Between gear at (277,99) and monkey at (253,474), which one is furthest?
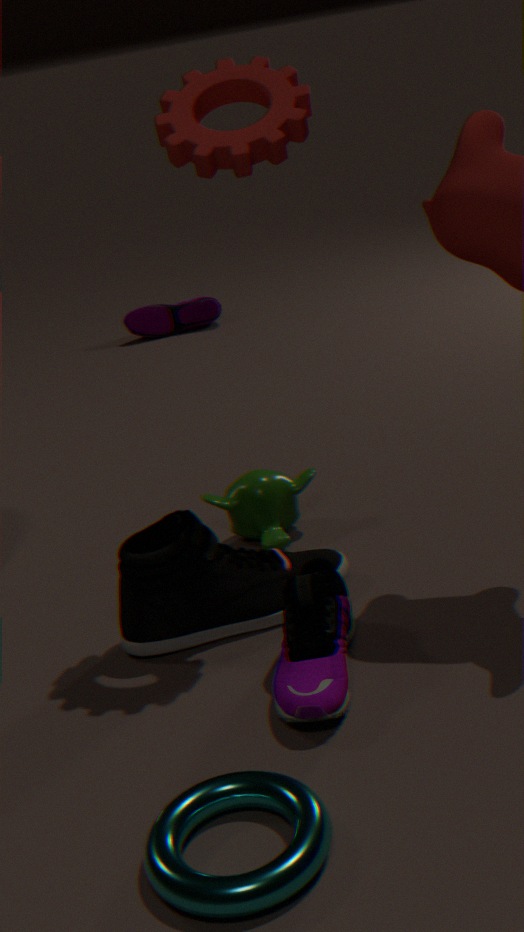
monkey at (253,474)
